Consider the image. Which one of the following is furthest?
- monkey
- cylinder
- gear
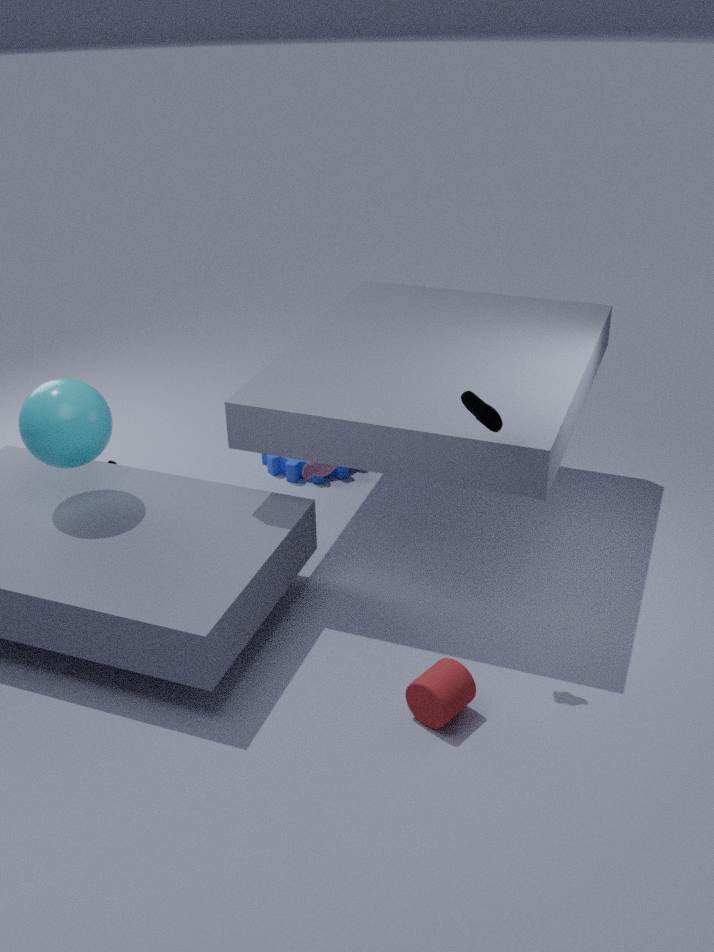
gear
